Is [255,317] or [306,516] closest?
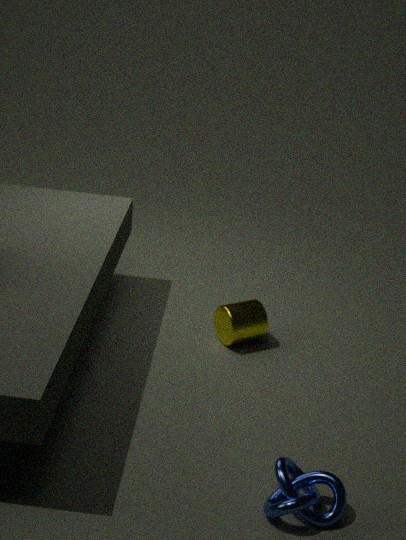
[306,516]
